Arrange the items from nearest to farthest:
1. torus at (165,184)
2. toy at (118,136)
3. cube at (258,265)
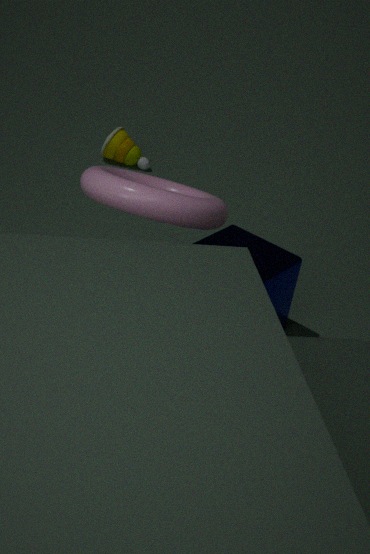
torus at (165,184) → cube at (258,265) → toy at (118,136)
